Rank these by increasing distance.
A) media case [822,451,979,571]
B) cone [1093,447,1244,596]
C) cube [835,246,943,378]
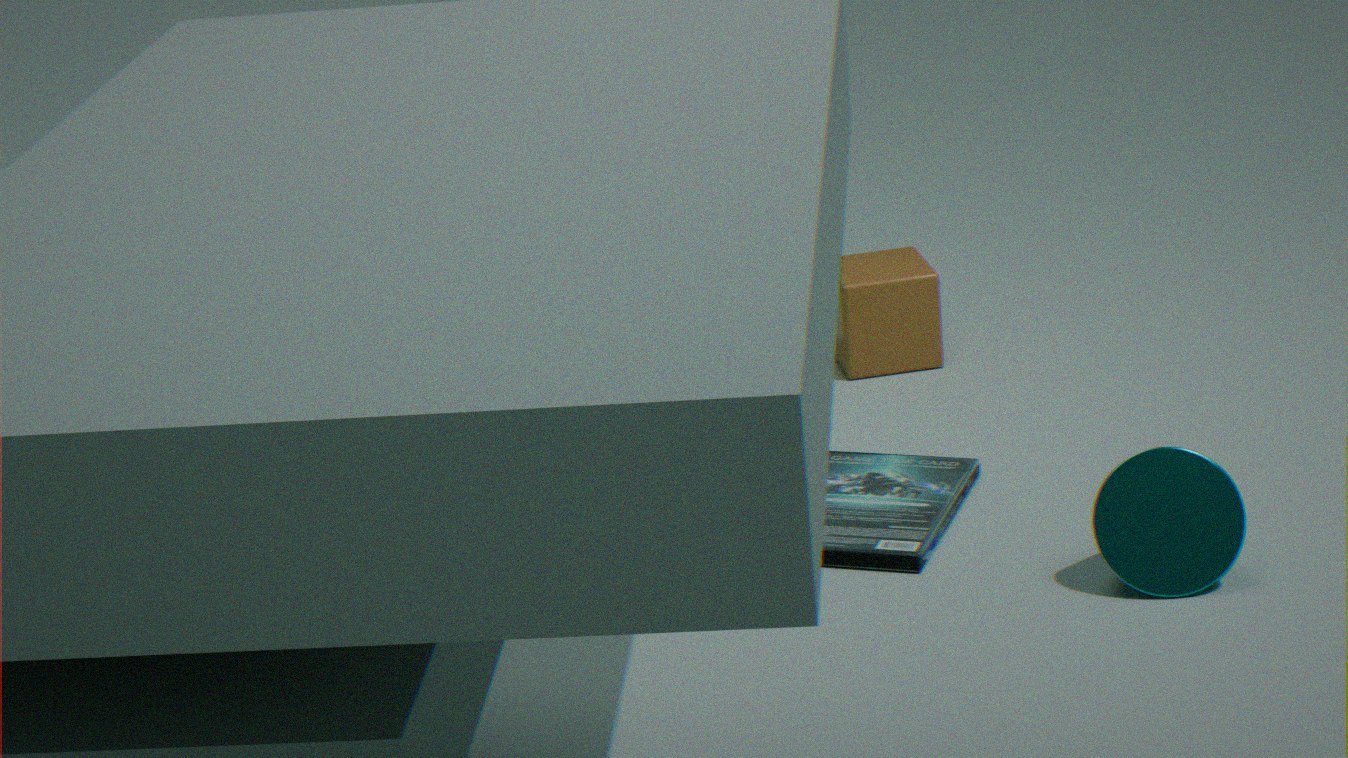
1. cone [1093,447,1244,596]
2. media case [822,451,979,571]
3. cube [835,246,943,378]
